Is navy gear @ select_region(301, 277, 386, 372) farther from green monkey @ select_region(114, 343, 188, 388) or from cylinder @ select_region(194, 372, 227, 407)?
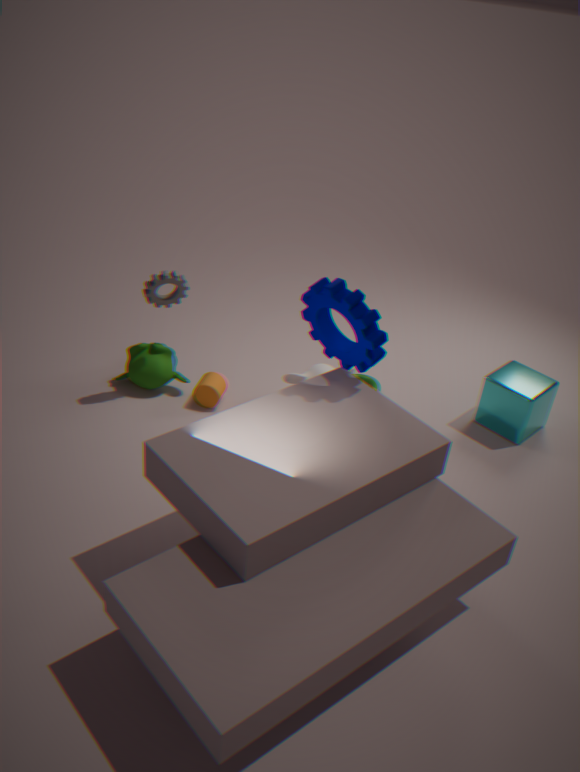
green monkey @ select_region(114, 343, 188, 388)
